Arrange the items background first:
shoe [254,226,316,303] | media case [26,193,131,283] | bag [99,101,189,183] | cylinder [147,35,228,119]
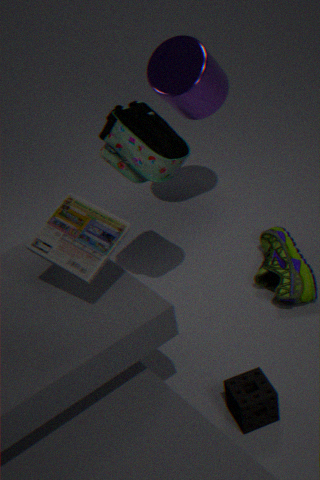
cylinder [147,35,228,119], shoe [254,226,316,303], bag [99,101,189,183], media case [26,193,131,283]
